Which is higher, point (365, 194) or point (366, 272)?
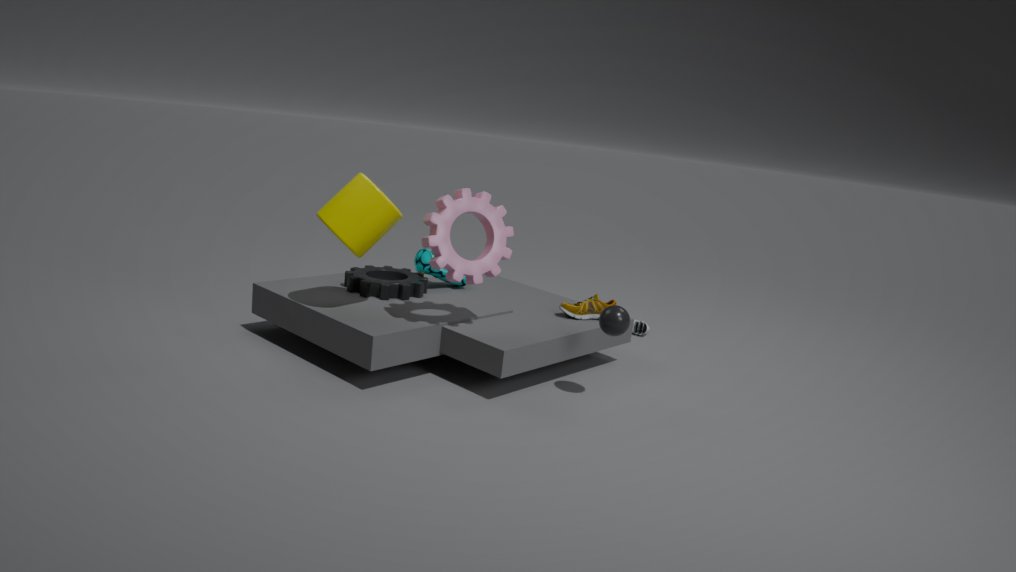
point (365, 194)
